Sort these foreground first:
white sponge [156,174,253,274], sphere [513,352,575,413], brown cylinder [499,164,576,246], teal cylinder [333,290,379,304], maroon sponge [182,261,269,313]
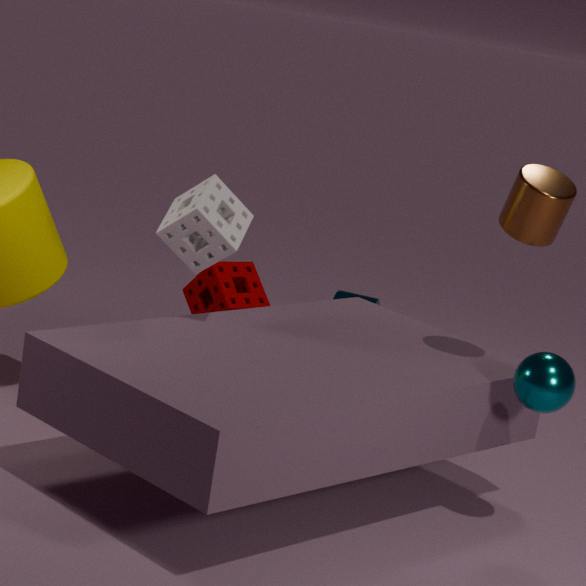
sphere [513,352,575,413]
brown cylinder [499,164,576,246]
white sponge [156,174,253,274]
maroon sponge [182,261,269,313]
teal cylinder [333,290,379,304]
